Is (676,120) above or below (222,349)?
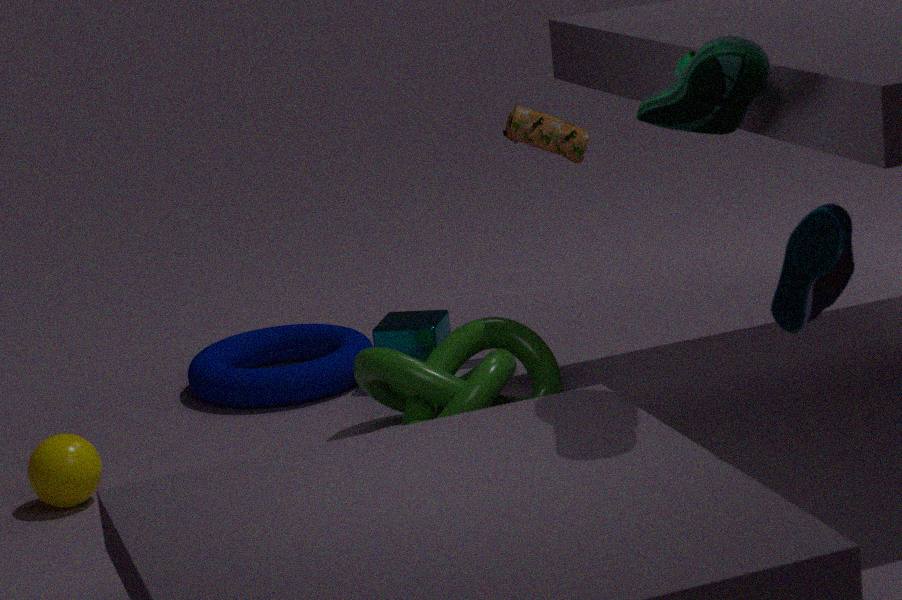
above
